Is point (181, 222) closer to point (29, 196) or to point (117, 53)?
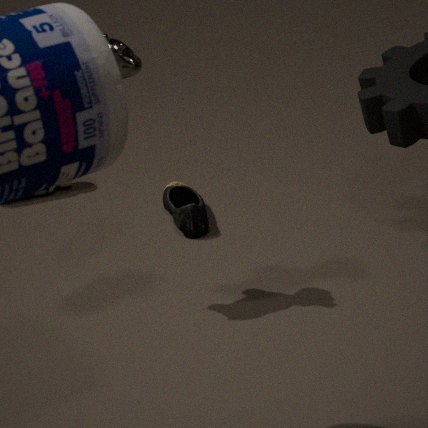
point (29, 196)
